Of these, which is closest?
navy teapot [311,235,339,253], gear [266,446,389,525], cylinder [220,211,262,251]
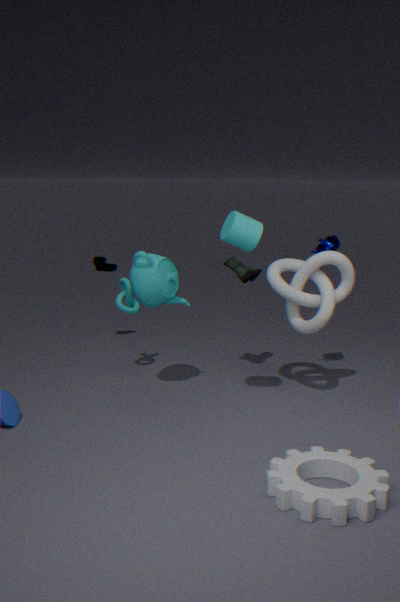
gear [266,446,389,525]
